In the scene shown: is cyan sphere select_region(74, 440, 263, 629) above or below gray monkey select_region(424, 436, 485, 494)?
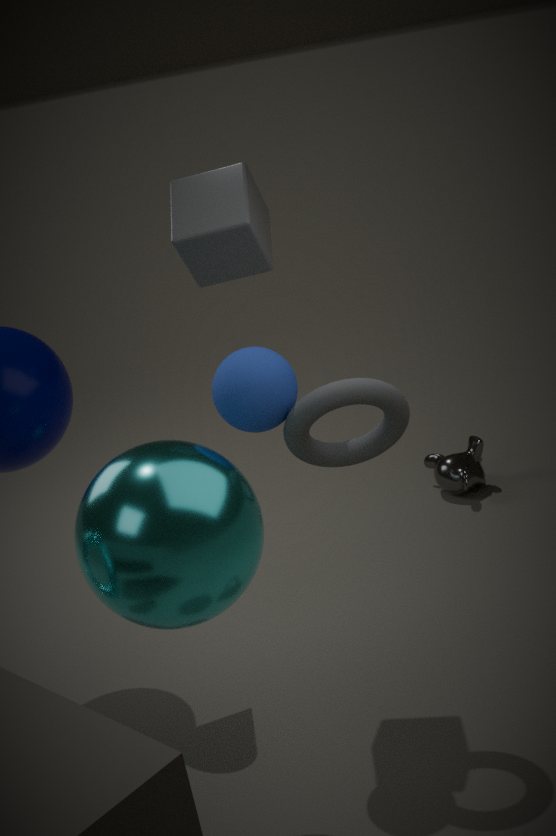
above
